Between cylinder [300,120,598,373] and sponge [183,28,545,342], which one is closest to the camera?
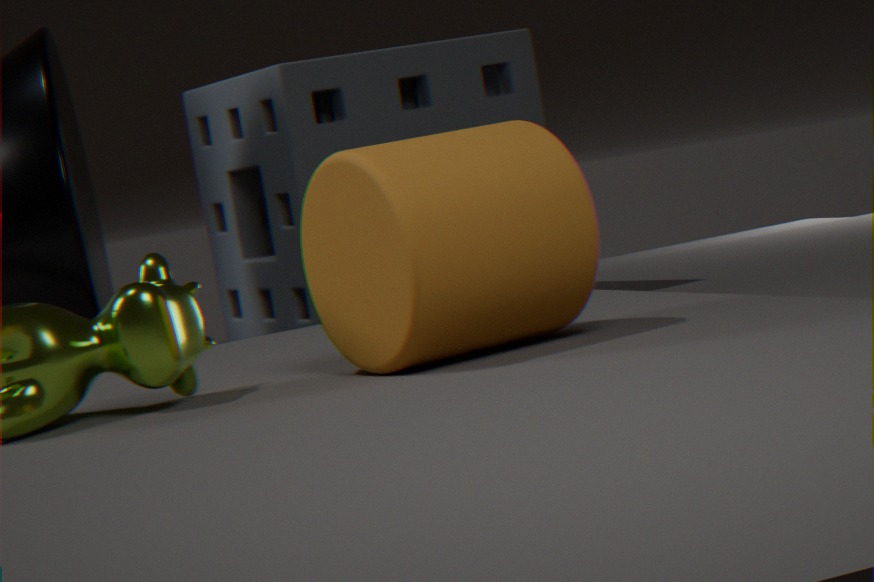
cylinder [300,120,598,373]
